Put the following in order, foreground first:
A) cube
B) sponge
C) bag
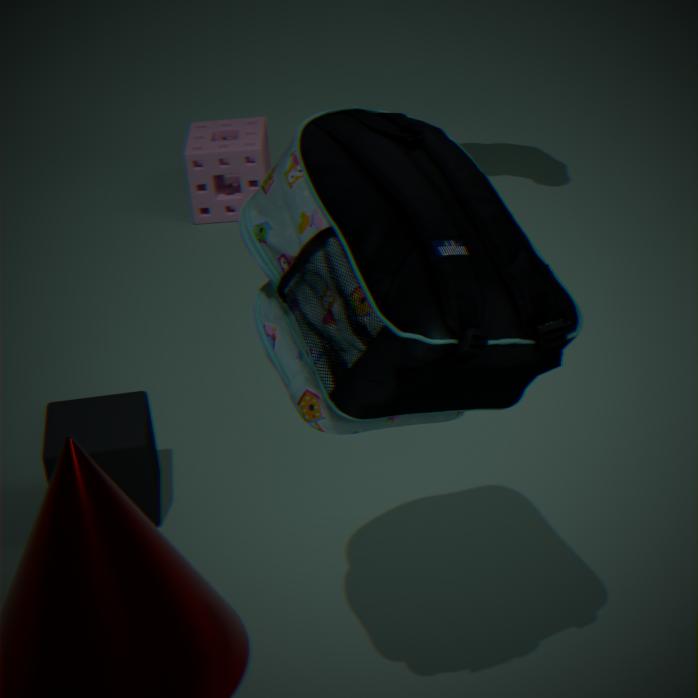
bag < cube < sponge
